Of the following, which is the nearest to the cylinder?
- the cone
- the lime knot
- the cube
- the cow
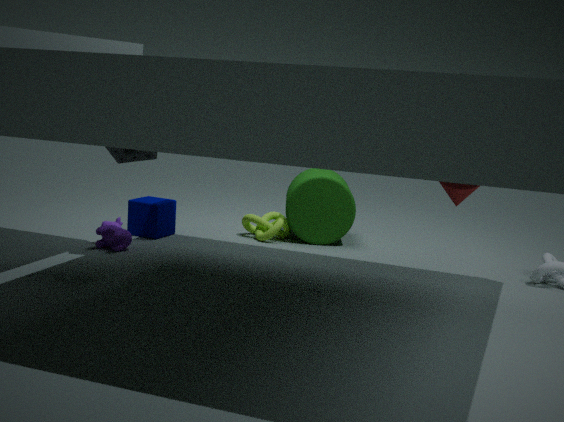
the lime knot
